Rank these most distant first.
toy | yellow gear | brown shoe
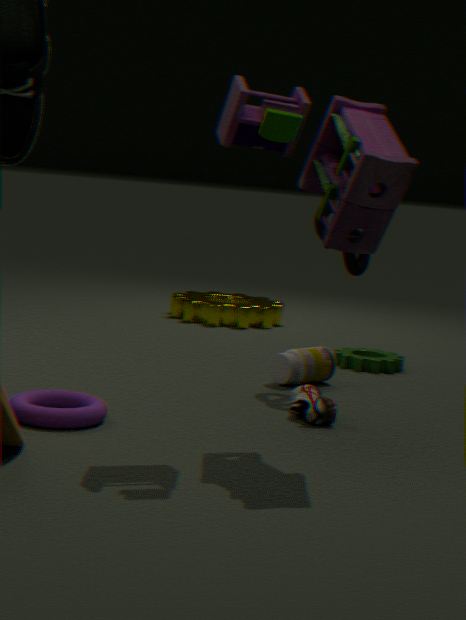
yellow gear
brown shoe
toy
